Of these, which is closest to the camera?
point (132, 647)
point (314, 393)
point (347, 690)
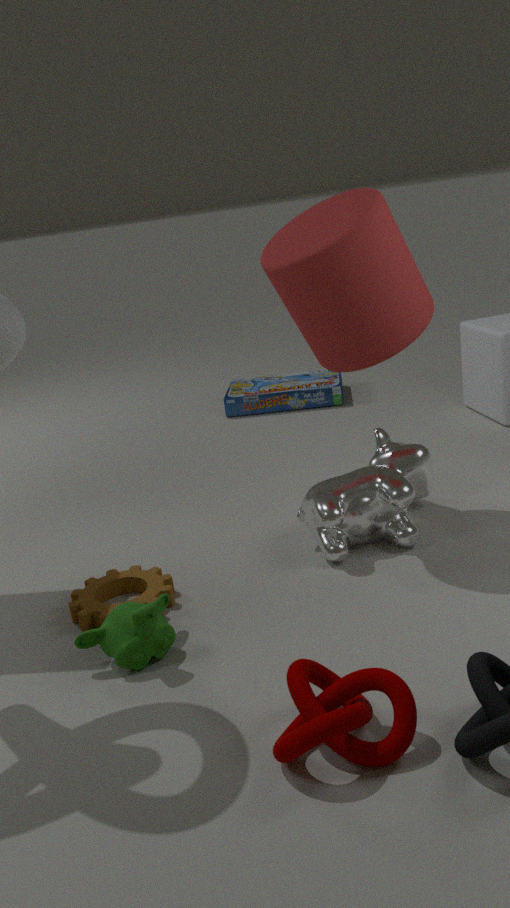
point (347, 690)
